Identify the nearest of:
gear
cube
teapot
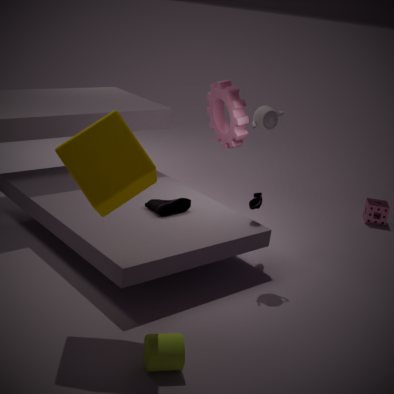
cube
